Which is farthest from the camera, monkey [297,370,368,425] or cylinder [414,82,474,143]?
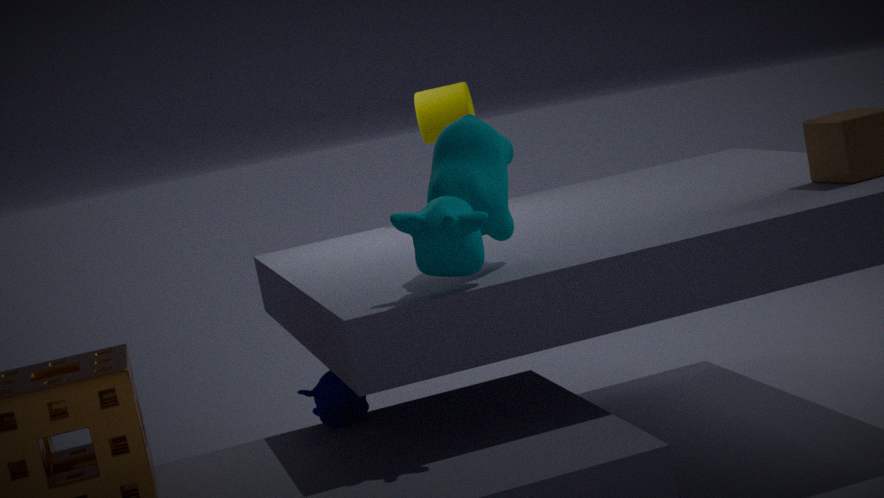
cylinder [414,82,474,143]
